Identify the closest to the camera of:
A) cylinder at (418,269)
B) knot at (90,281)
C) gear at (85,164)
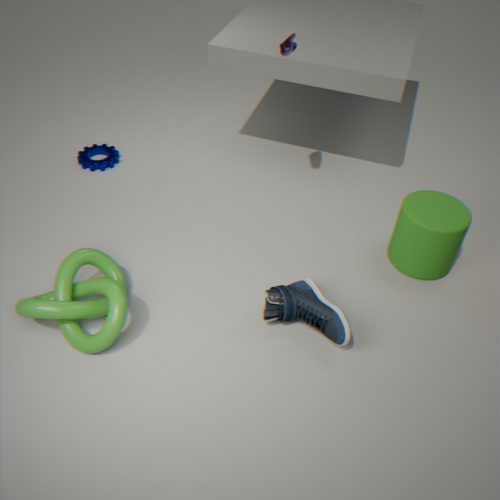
knot at (90,281)
